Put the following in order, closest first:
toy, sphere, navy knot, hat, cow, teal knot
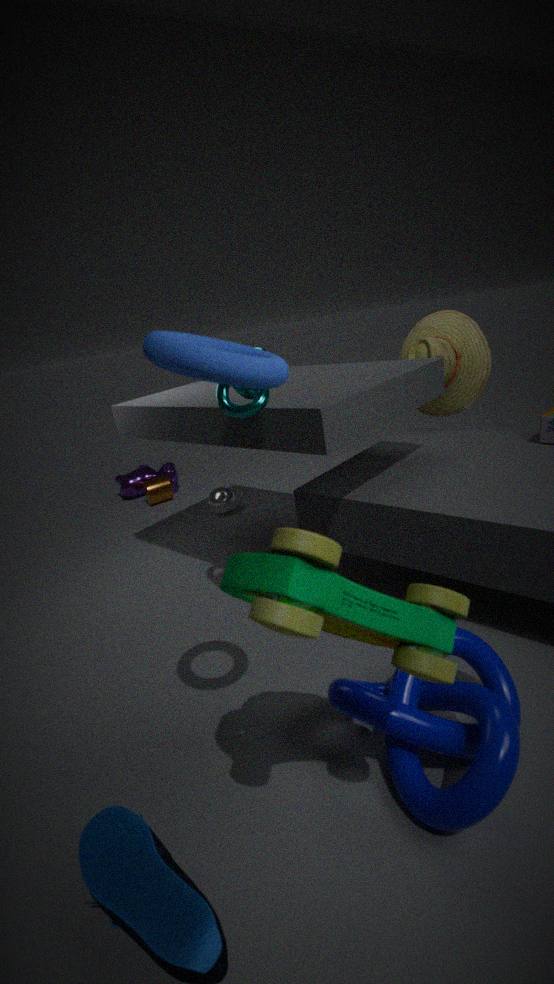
toy, navy knot, teal knot, hat, sphere, cow
